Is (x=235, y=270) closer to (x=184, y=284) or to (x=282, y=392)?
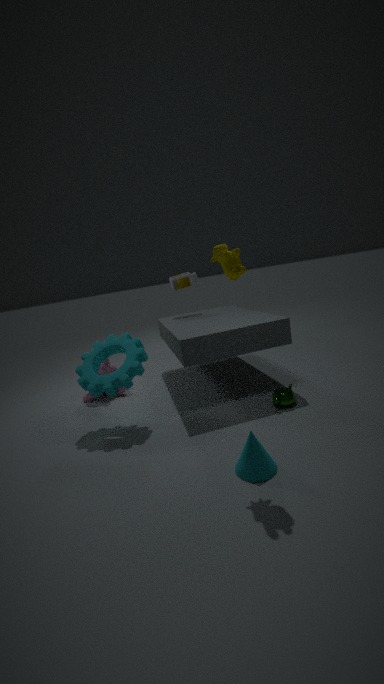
(x=282, y=392)
